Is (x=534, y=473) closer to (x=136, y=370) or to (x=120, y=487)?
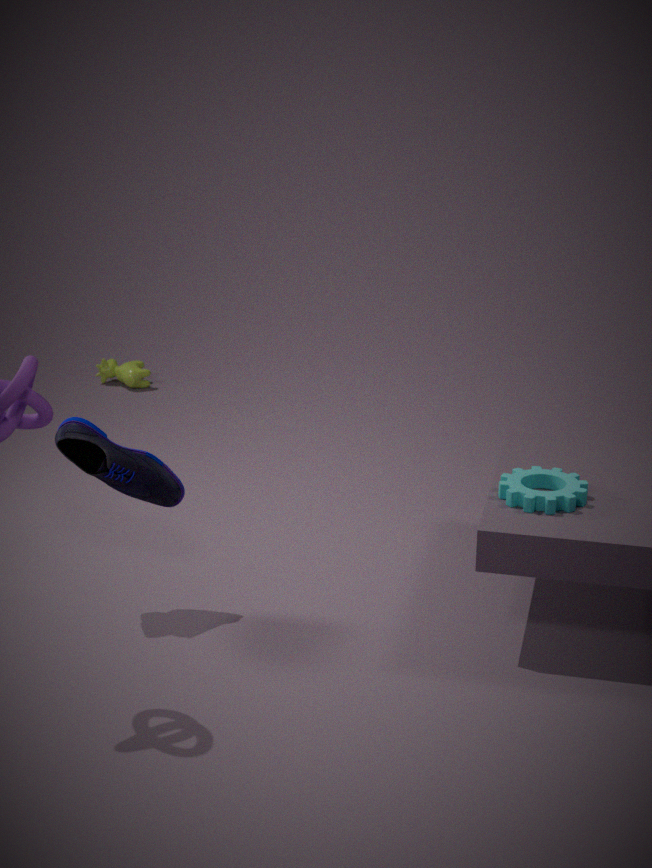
(x=120, y=487)
